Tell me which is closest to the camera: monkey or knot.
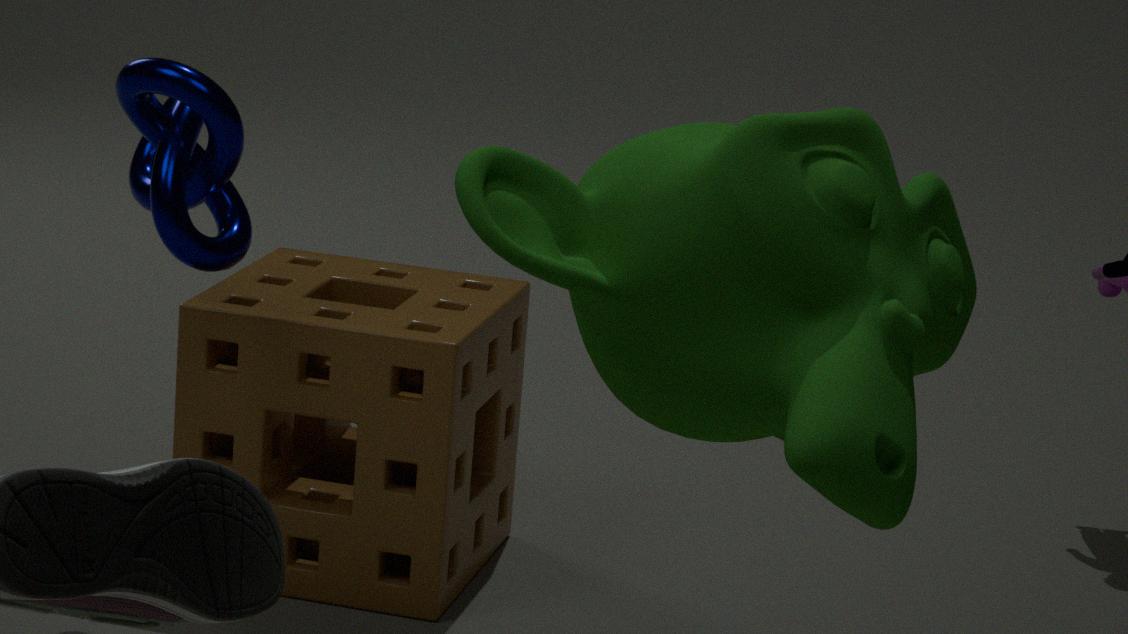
monkey
